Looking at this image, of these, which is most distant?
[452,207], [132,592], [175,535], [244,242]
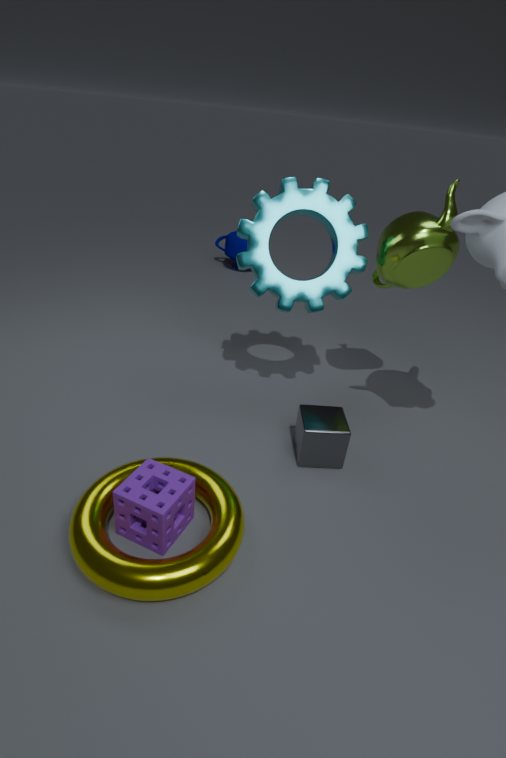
[244,242]
